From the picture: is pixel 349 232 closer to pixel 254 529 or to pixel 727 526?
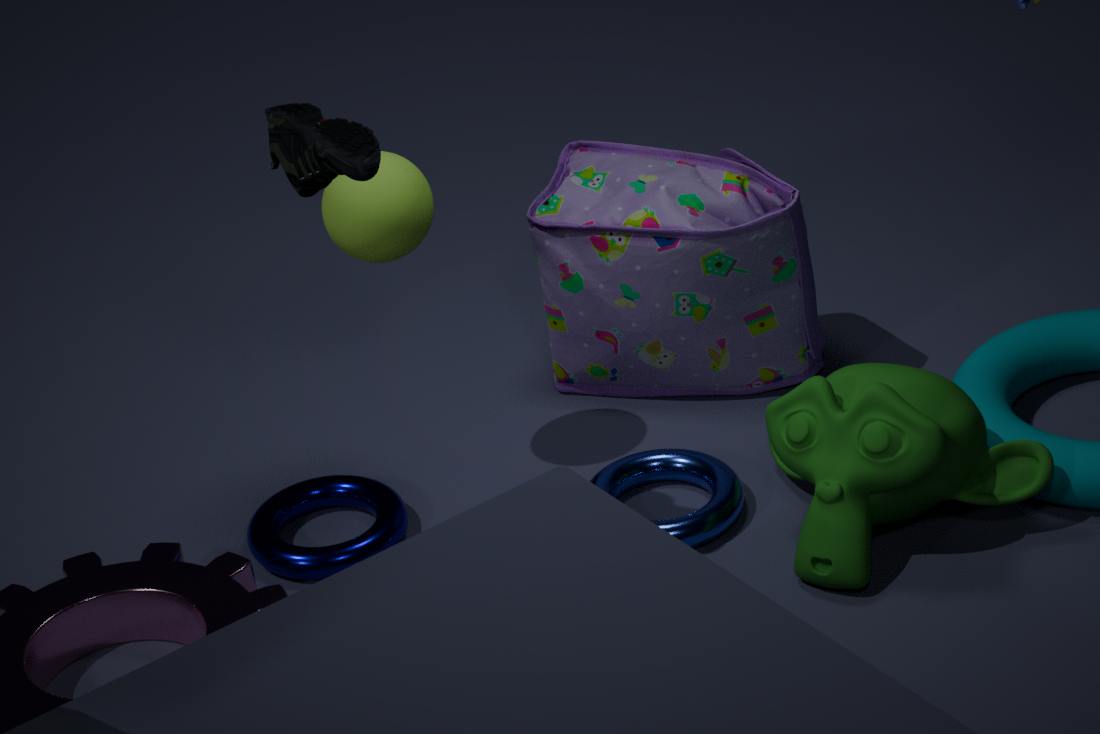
pixel 254 529
